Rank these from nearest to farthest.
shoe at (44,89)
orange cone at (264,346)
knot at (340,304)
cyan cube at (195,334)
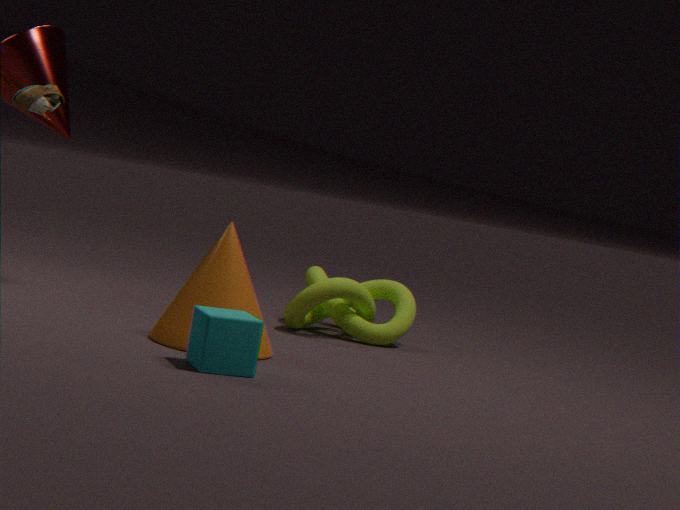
cyan cube at (195,334)
orange cone at (264,346)
shoe at (44,89)
knot at (340,304)
